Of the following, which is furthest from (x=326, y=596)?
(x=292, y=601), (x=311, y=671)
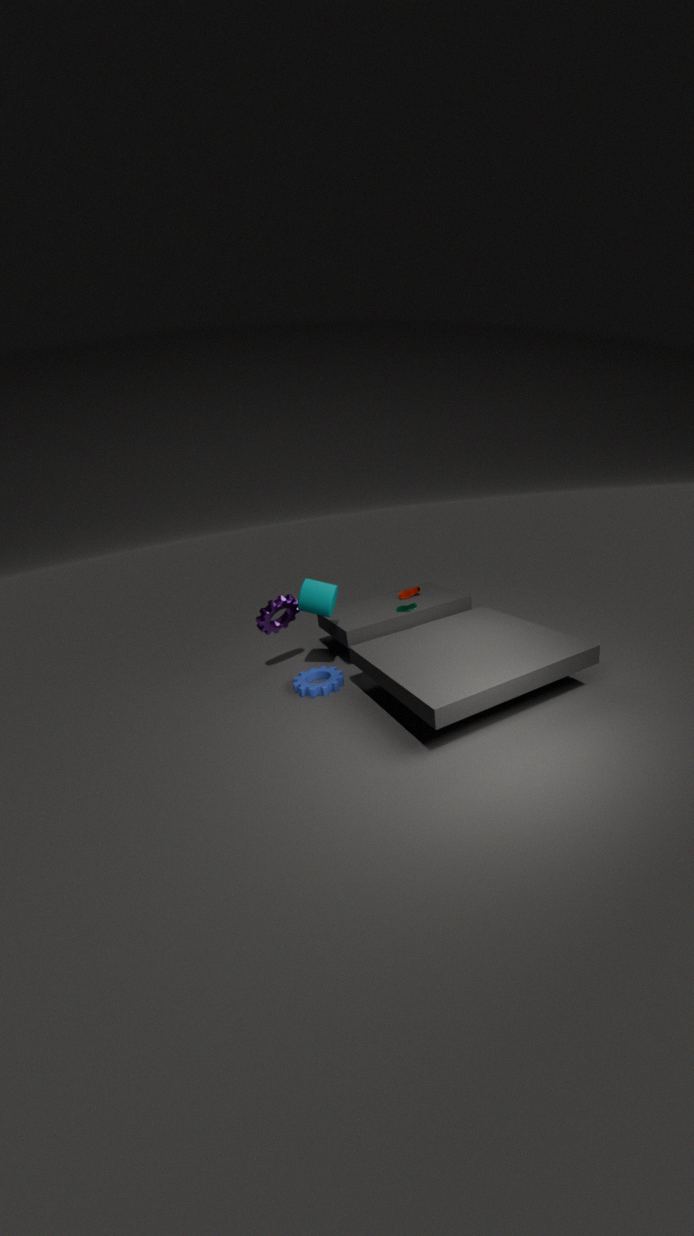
(x=311, y=671)
